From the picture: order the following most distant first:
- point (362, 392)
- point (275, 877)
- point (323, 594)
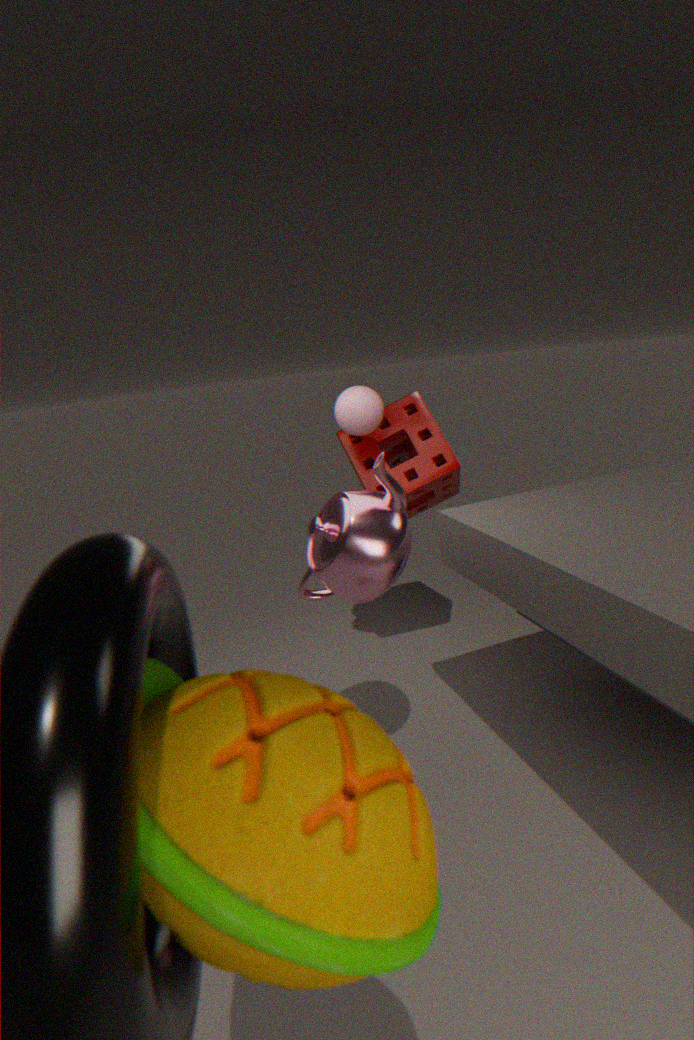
point (362, 392), point (323, 594), point (275, 877)
